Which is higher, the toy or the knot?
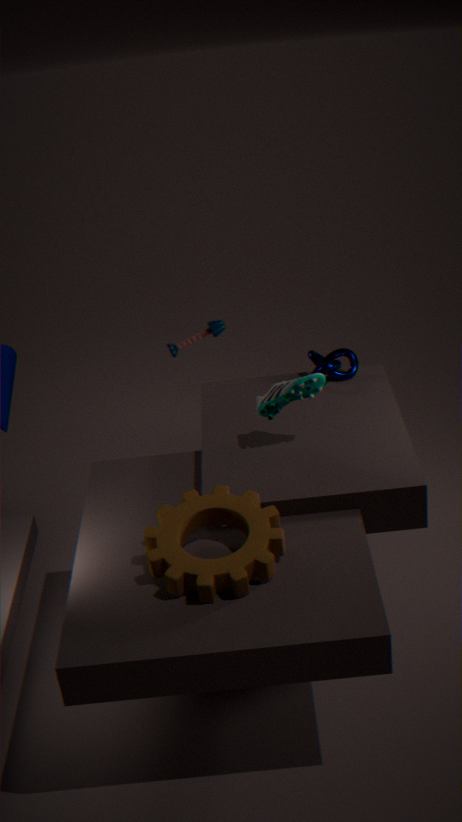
the toy
